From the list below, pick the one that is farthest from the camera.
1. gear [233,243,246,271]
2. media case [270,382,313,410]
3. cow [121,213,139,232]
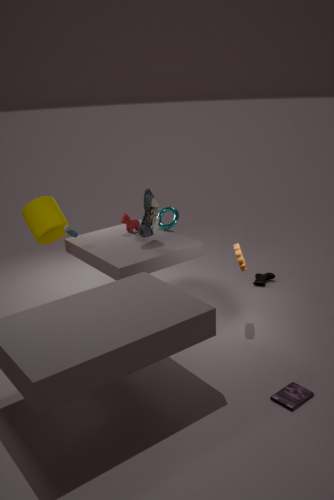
cow [121,213,139,232]
